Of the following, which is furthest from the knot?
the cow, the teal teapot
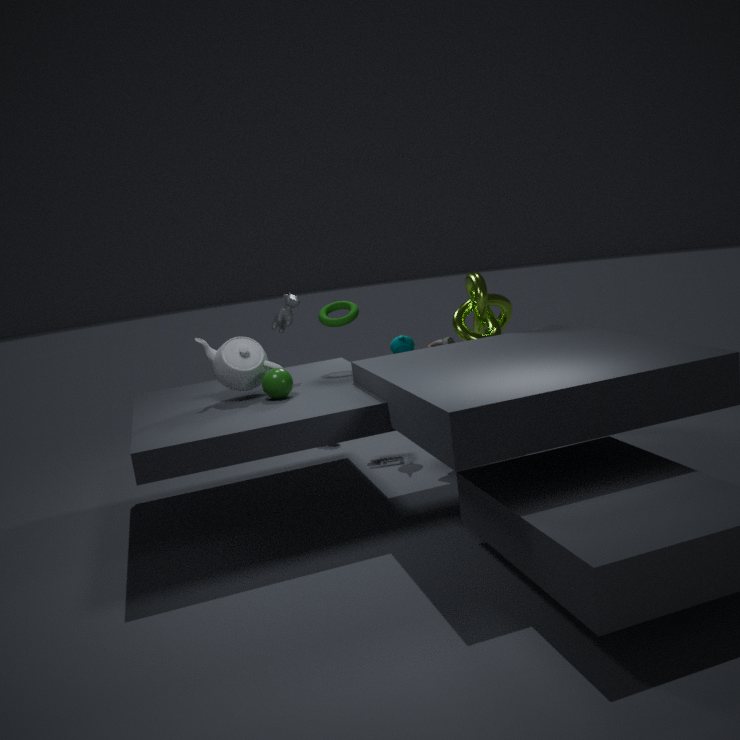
the cow
